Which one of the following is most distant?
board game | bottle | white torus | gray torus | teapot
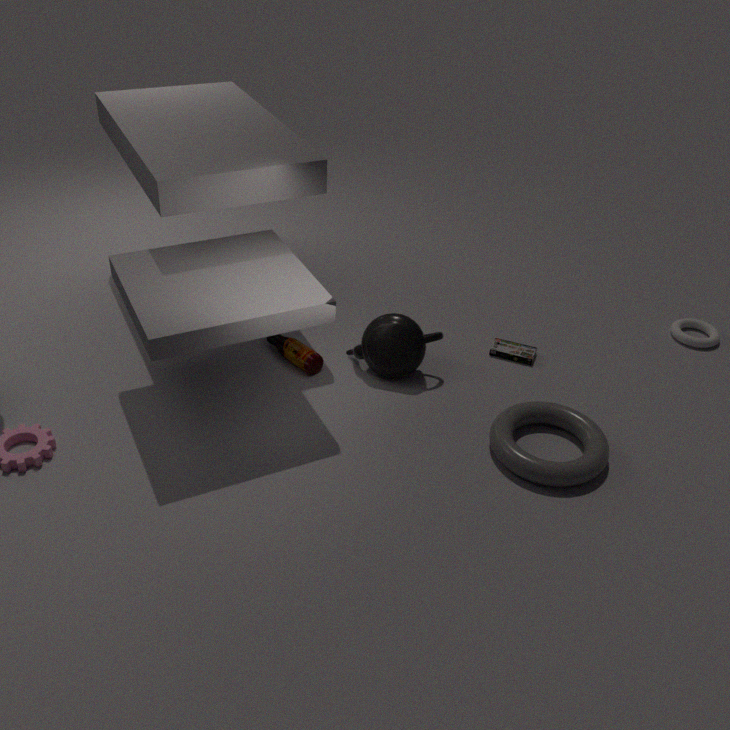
white torus
